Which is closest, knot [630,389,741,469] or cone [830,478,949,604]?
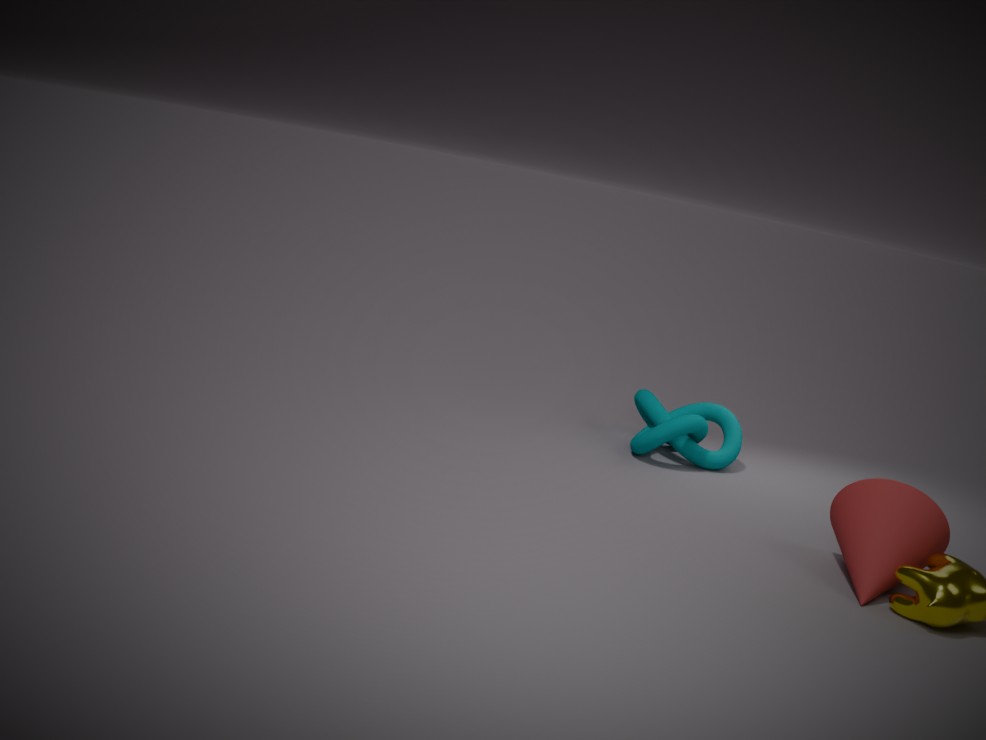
cone [830,478,949,604]
